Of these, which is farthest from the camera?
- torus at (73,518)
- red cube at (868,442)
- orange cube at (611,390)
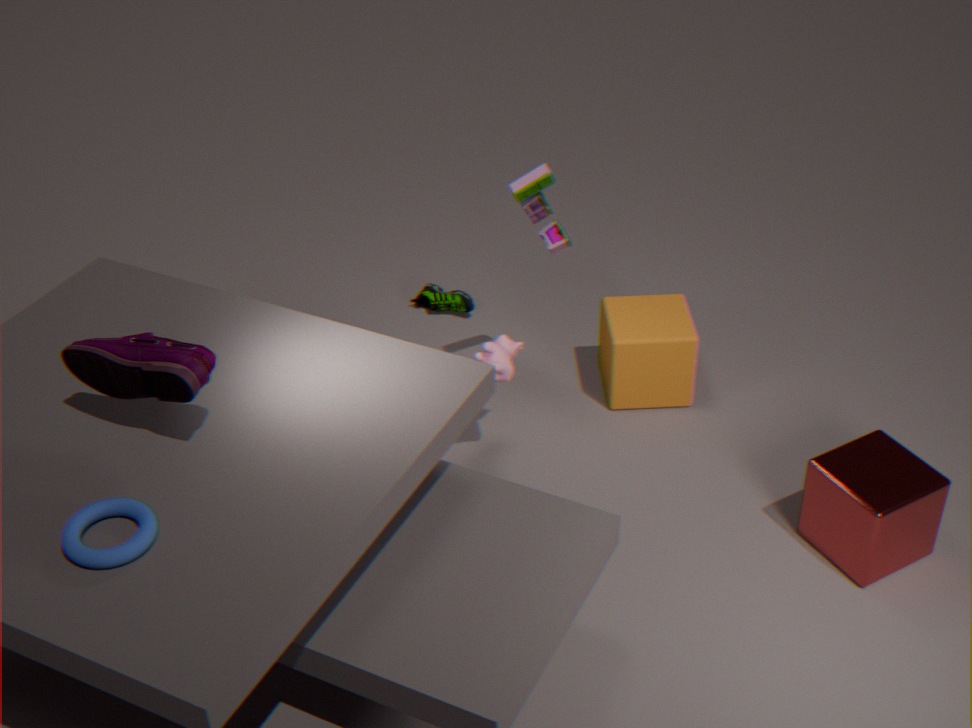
orange cube at (611,390)
